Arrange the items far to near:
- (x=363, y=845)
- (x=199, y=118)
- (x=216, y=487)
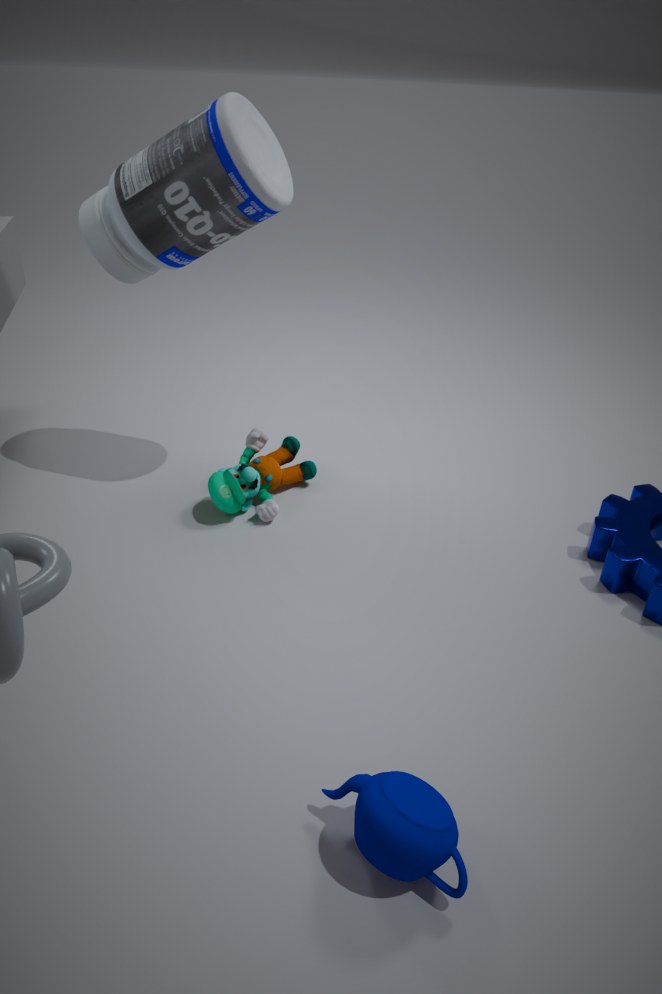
(x=216, y=487) → (x=199, y=118) → (x=363, y=845)
